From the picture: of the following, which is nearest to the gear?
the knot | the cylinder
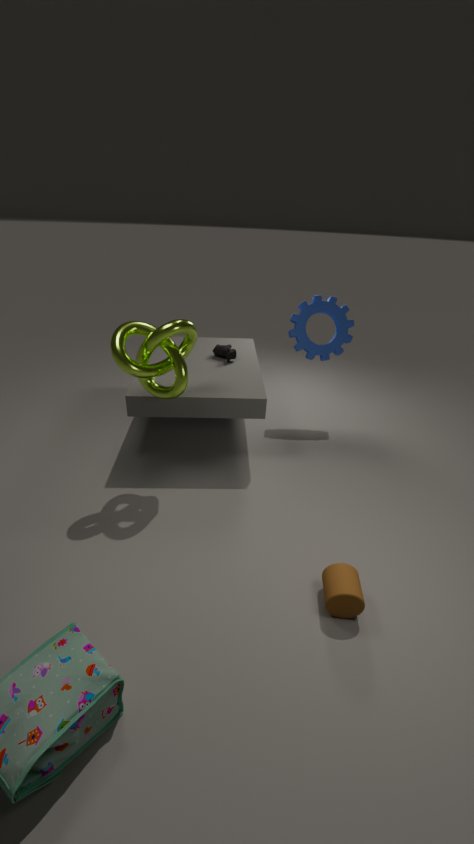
the knot
